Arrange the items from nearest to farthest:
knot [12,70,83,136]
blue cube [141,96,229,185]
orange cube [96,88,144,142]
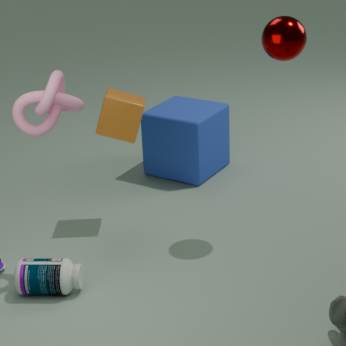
knot [12,70,83,136], orange cube [96,88,144,142], blue cube [141,96,229,185]
